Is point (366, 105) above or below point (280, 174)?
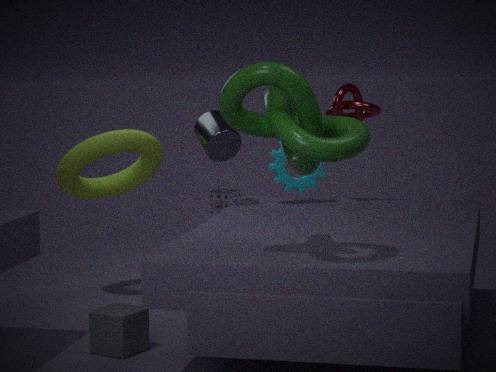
above
